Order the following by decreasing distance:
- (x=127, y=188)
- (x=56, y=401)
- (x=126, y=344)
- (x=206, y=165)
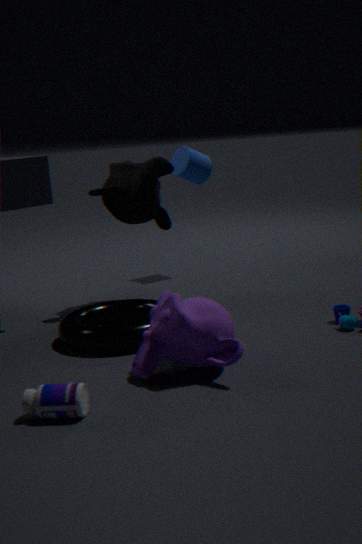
1. (x=206, y=165)
2. (x=127, y=188)
3. (x=126, y=344)
4. (x=56, y=401)
